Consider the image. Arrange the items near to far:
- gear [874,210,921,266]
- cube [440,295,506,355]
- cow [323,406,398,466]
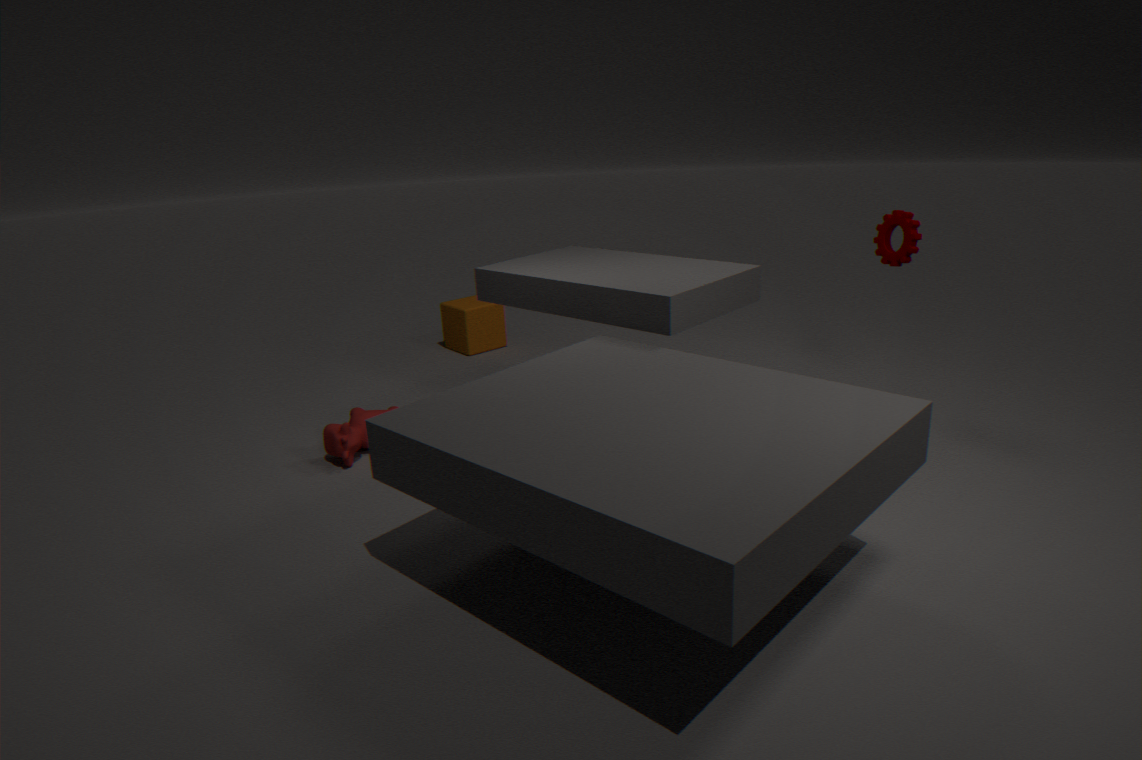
1. gear [874,210,921,266]
2. cow [323,406,398,466]
3. cube [440,295,506,355]
